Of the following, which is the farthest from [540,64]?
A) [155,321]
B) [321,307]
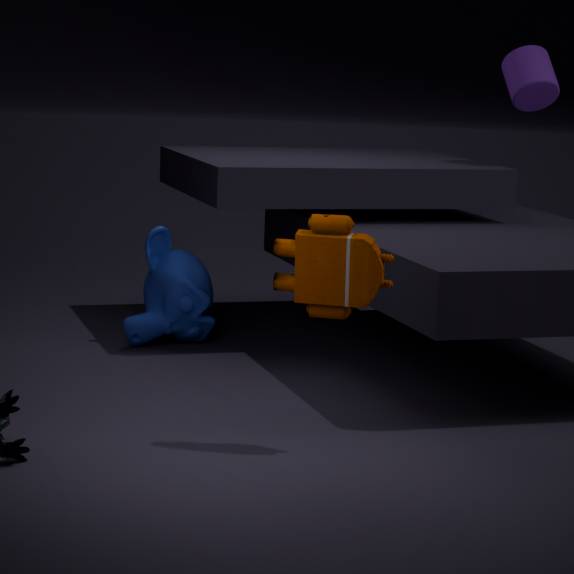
[321,307]
